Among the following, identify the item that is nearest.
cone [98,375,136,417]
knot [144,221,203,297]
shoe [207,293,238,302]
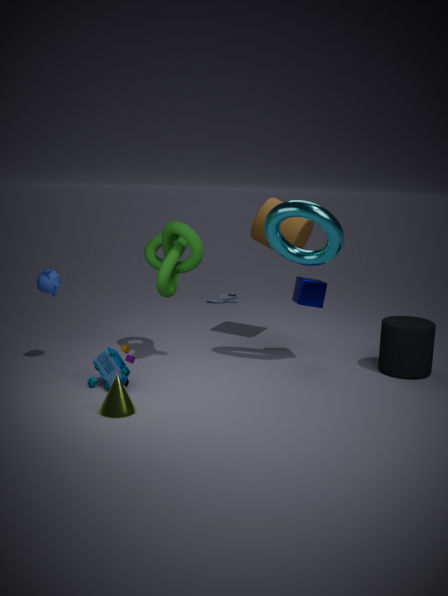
cone [98,375,136,417]
